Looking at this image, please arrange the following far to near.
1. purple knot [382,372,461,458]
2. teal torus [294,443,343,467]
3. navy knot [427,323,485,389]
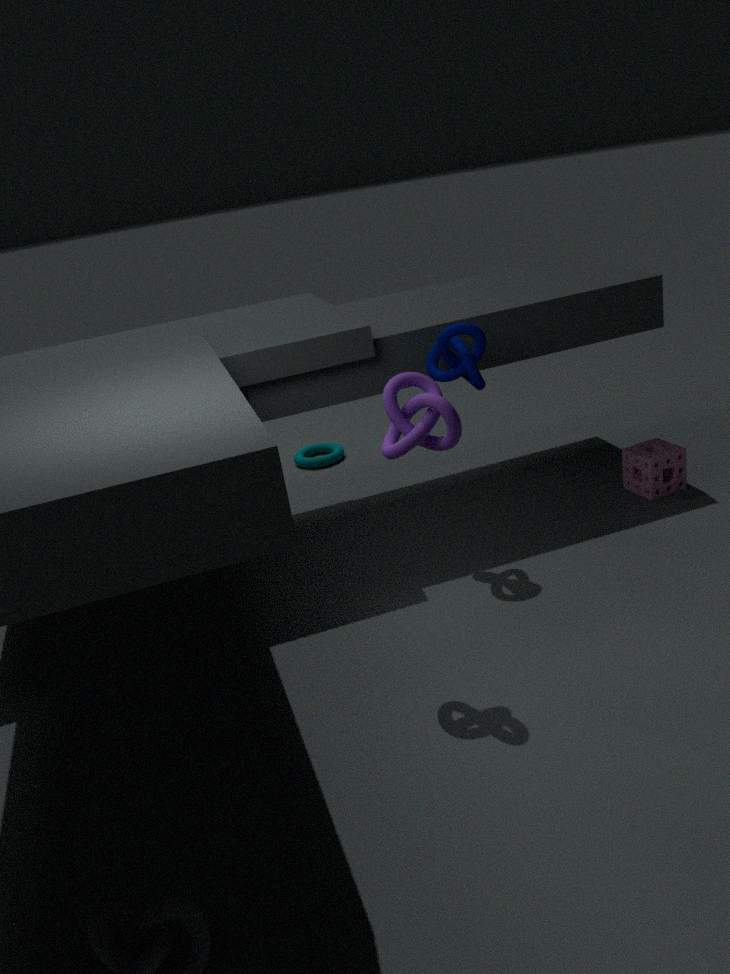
teal torus [294,443,343,467] → navy knot [427,323,485,389] → purple knot [382,372,461,458]
